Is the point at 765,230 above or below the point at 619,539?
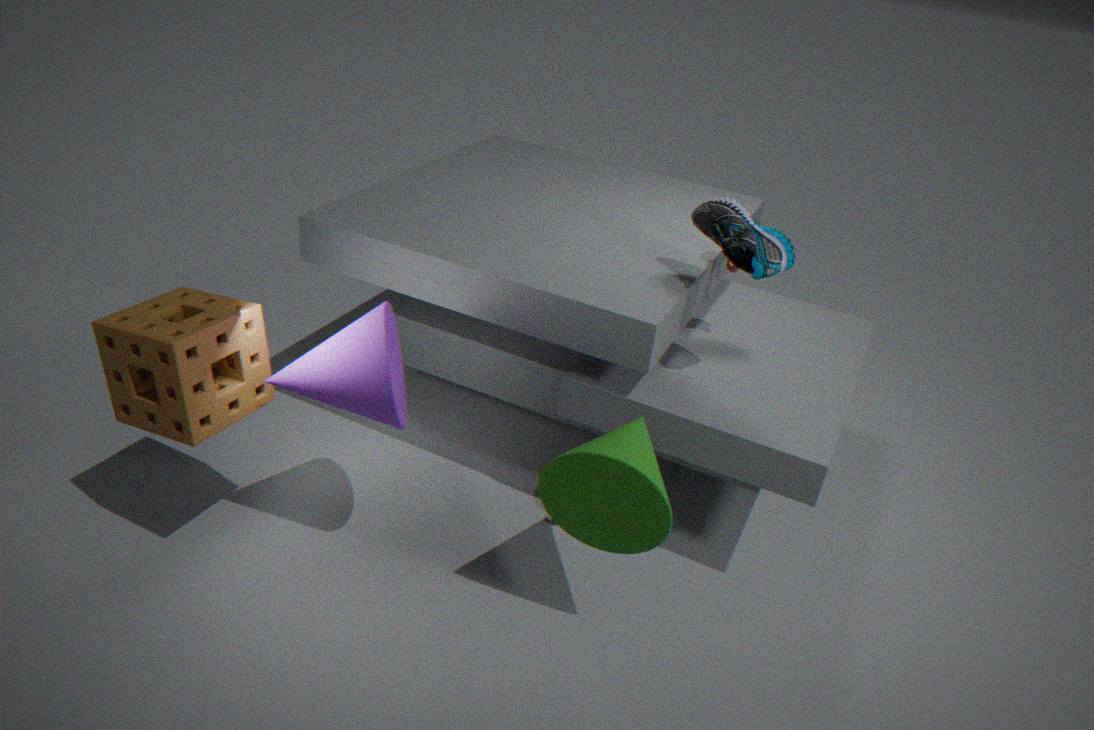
above
